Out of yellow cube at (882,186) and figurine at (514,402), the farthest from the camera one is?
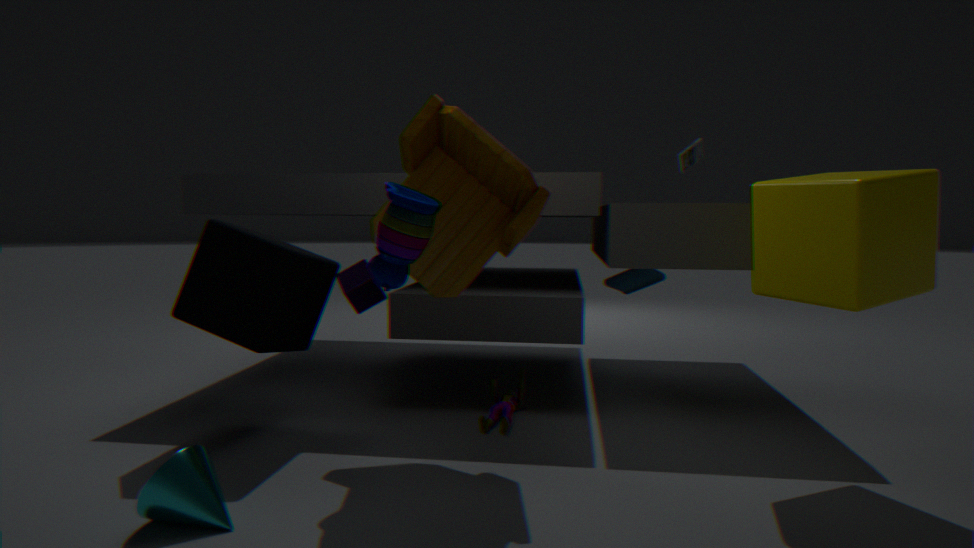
figurine at (514,402)
